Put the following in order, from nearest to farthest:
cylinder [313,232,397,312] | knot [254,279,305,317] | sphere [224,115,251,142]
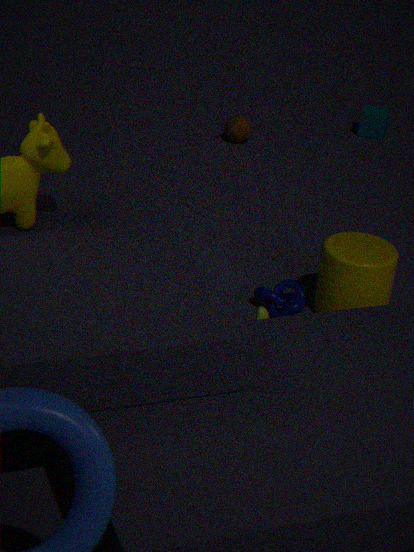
cylinder [313,232,397,312], knot [254,279,305,317], sphere [224,115,251,142]
